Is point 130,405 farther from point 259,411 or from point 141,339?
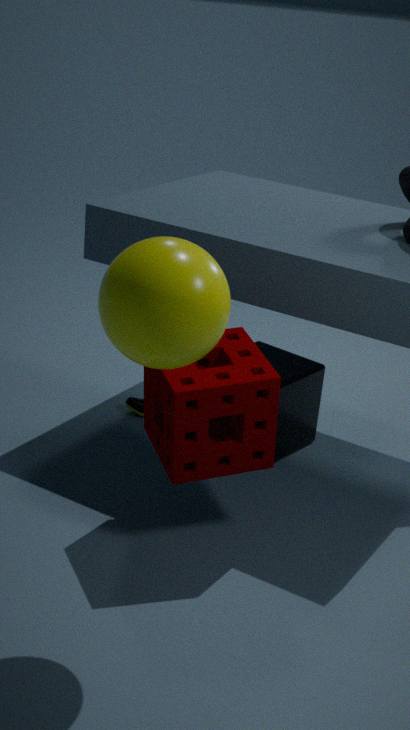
point 141,339
